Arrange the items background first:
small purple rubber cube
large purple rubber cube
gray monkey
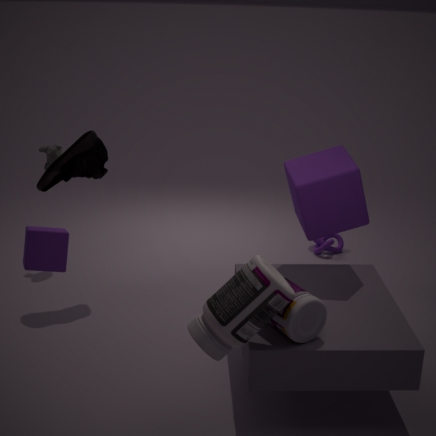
gray monkey → large purple rubber cube → small purple rubber cube
